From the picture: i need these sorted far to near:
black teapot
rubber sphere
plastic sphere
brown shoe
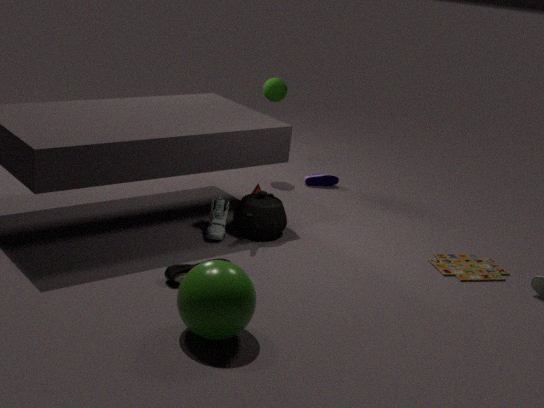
rubber sphere < black teapot < brown shoe < plastic sphere
